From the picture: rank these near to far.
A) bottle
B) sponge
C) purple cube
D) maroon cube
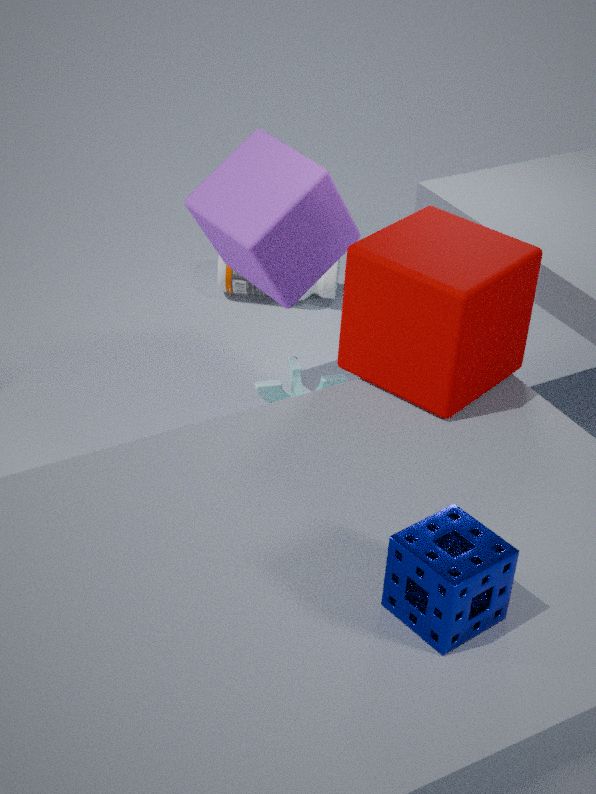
1. sponge
2. maroon cube
3. purple cube
4. bottle
